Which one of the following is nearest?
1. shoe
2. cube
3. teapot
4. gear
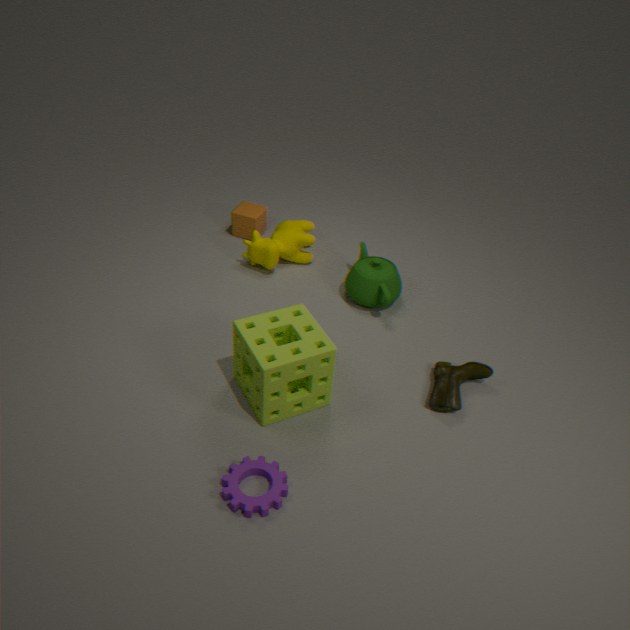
gear
